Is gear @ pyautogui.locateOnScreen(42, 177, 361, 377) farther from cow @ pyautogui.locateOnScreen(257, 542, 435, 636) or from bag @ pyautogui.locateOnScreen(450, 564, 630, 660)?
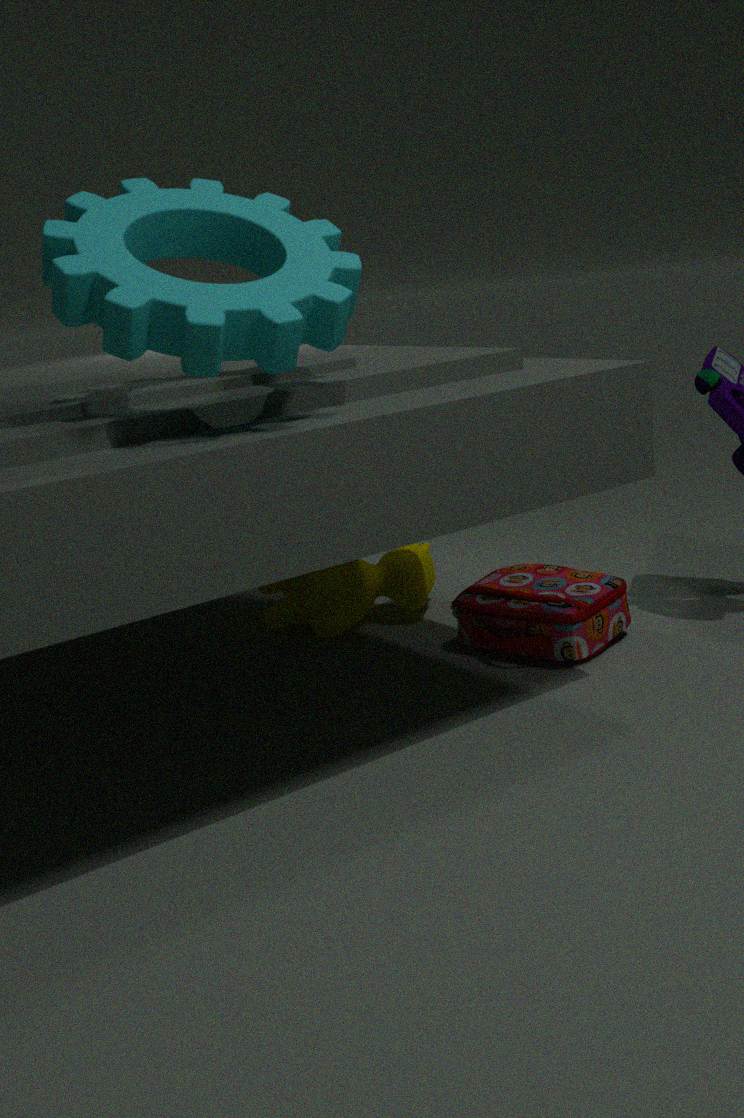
cow @ pyautogui.locateOnScreen(257, 542, 435, 636)
